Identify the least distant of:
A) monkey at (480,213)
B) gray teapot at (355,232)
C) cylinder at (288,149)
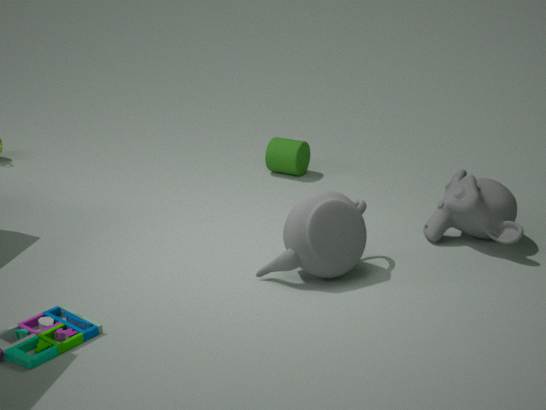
gray teapot at (355,232)
